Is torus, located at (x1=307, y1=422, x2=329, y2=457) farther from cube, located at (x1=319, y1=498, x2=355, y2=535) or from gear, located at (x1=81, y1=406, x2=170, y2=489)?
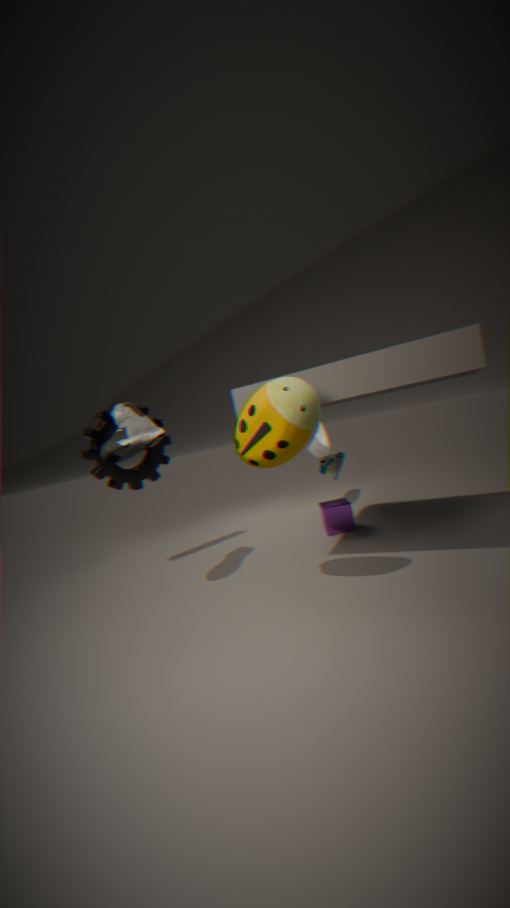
gear, located at (x1=81, y1=406, x2=170, y2=489)
